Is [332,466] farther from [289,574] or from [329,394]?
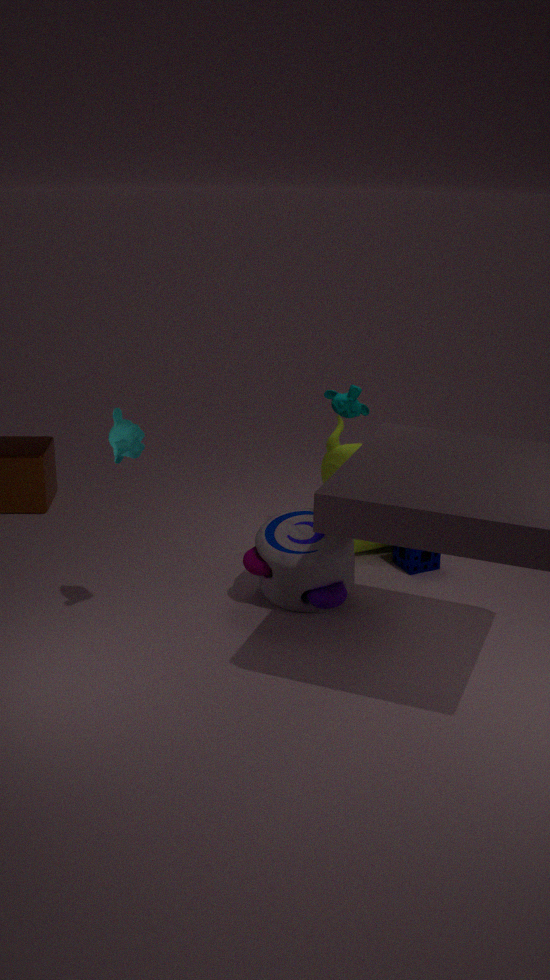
[329,394]
